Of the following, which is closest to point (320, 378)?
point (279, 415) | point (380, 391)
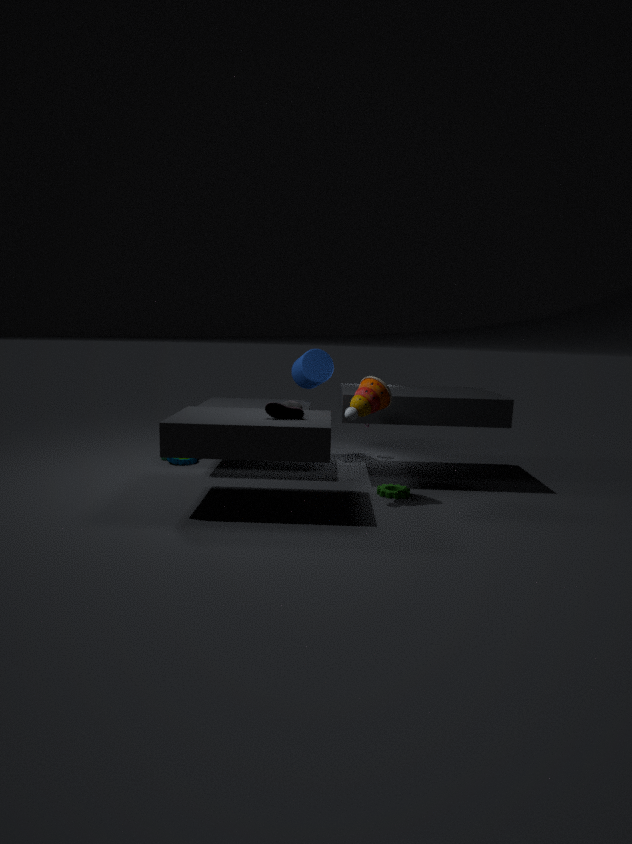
point (380, 391)
